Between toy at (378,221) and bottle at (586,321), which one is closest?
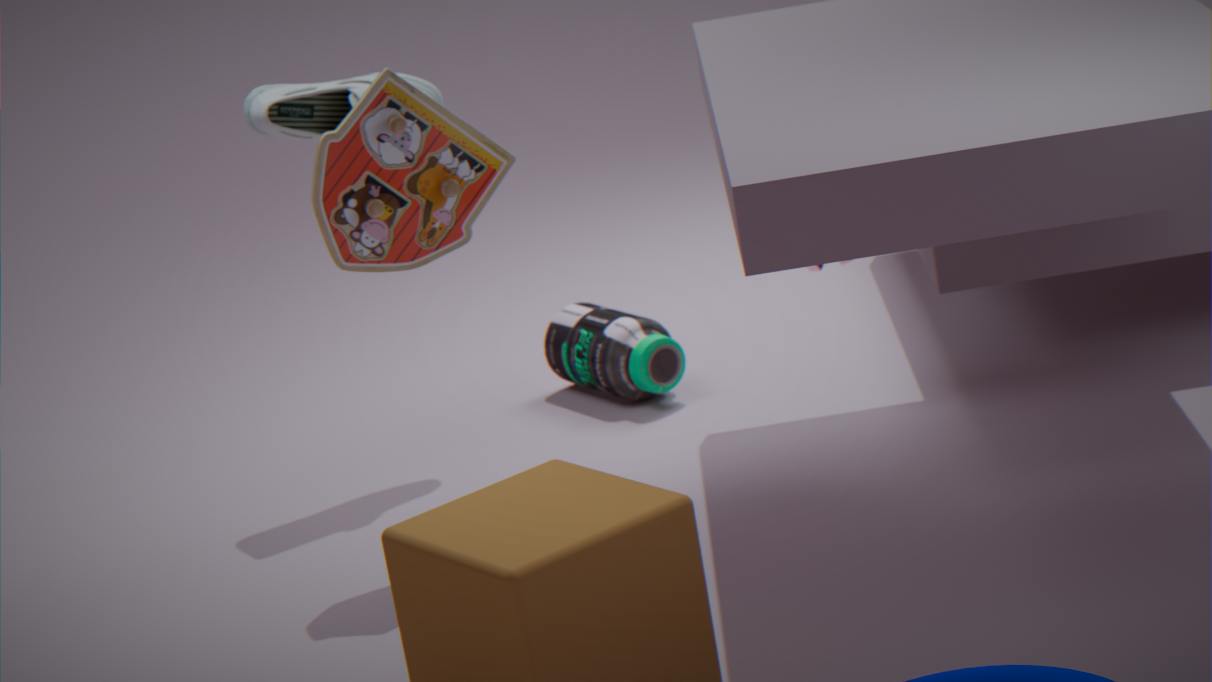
toy at (378,221)
